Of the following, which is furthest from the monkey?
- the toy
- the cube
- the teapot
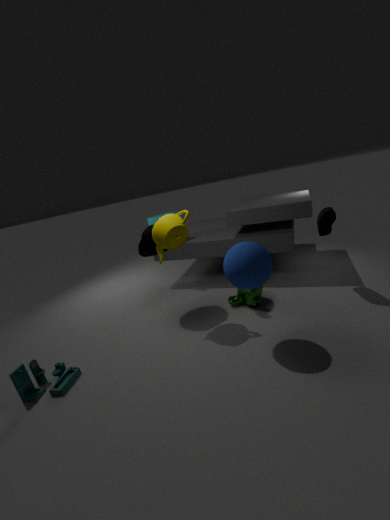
the toy
